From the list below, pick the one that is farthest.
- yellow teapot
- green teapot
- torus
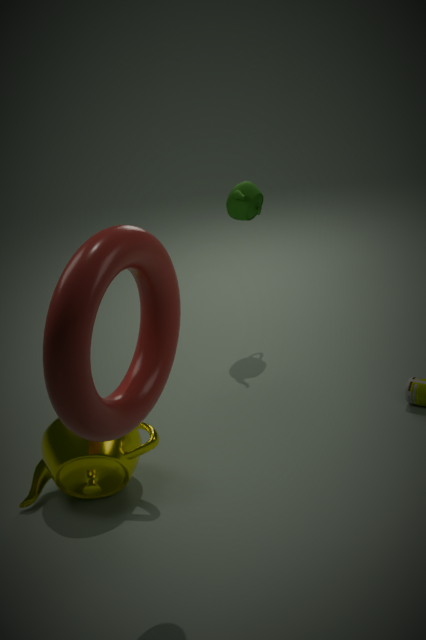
green teapot
